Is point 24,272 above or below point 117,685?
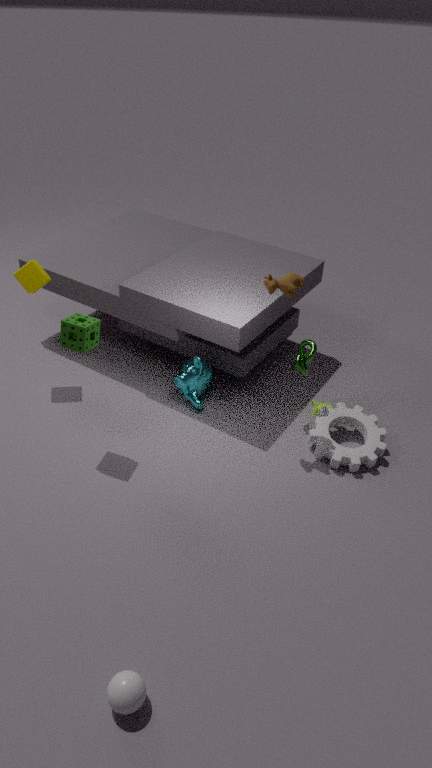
above
